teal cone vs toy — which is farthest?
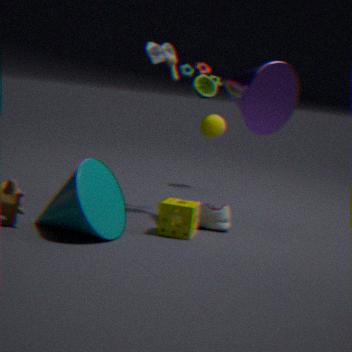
toy
